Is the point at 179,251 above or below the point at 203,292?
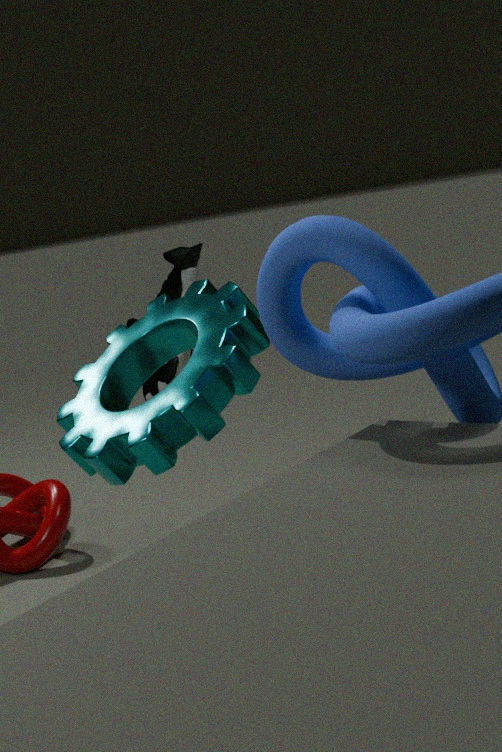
below
